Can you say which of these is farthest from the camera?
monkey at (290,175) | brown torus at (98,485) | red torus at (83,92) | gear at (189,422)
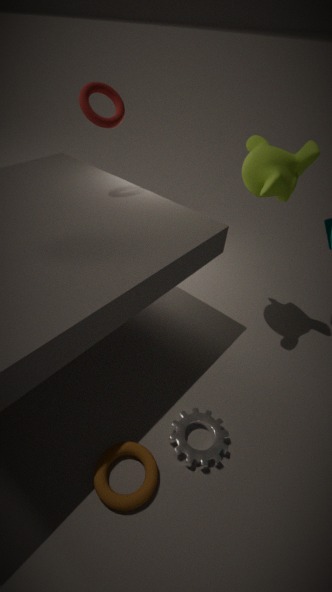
red torus at (83,92)
